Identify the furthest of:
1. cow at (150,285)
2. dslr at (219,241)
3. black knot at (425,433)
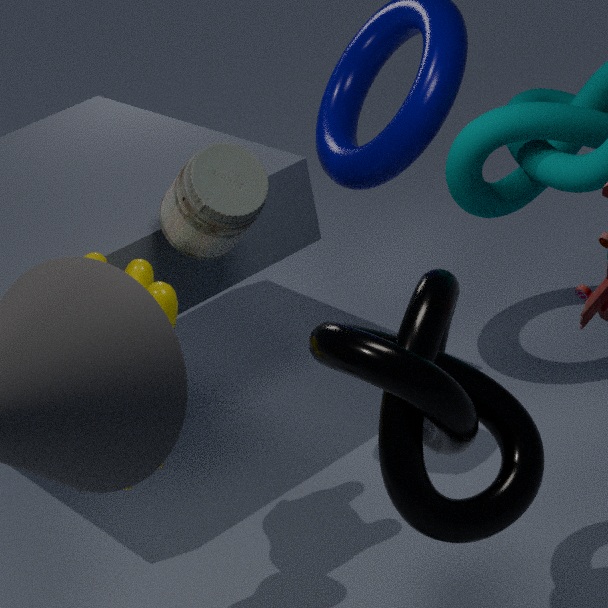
dslr at (219,241)
